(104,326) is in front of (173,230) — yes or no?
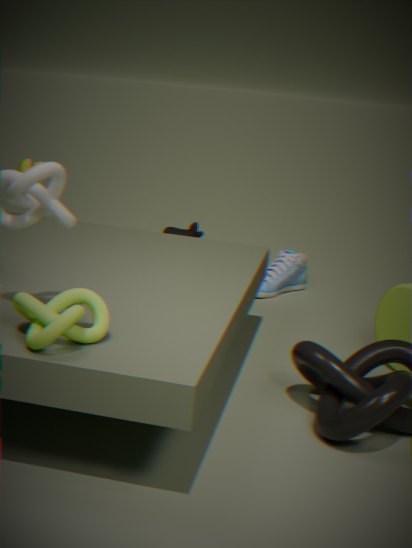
Yes
